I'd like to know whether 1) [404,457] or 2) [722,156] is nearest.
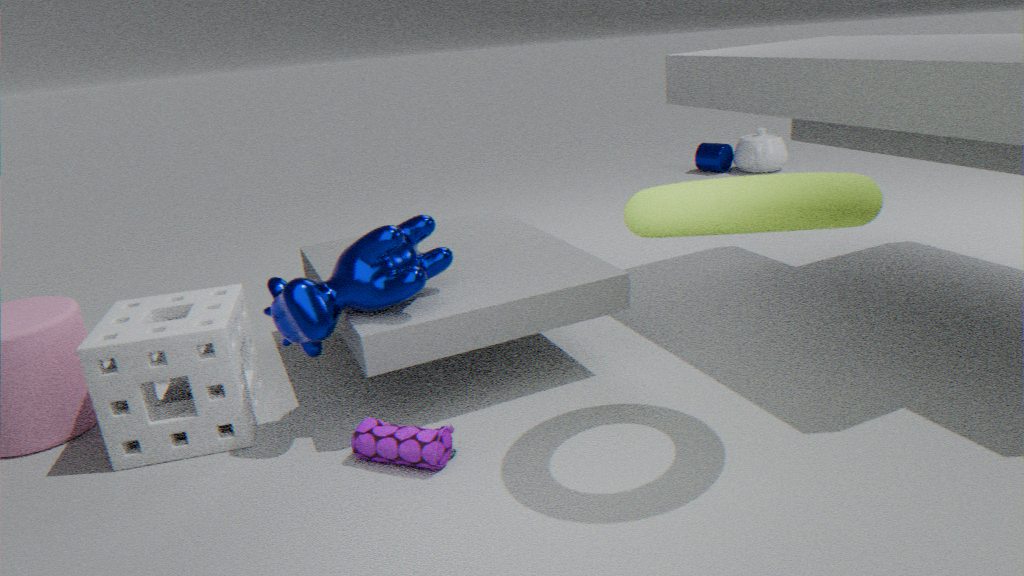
1. [404,457]
